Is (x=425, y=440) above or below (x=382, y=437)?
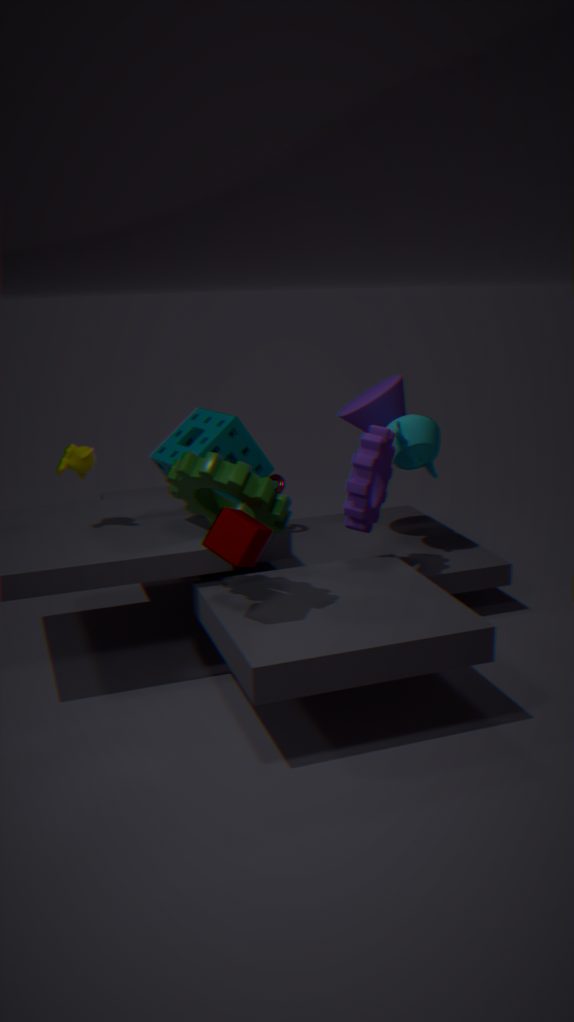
above
